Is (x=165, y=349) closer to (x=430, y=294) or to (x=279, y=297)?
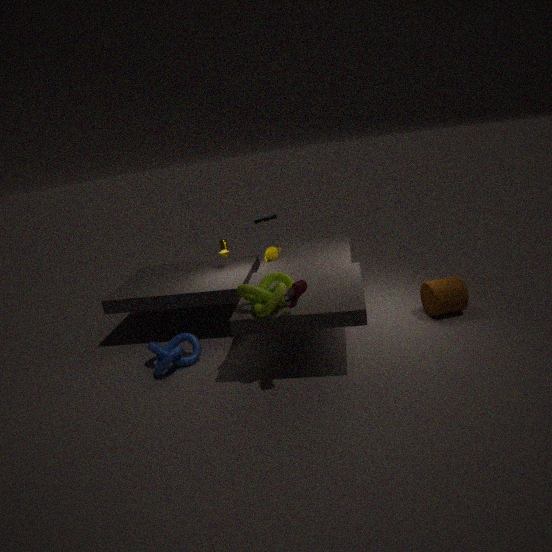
(x=279, y=297)
